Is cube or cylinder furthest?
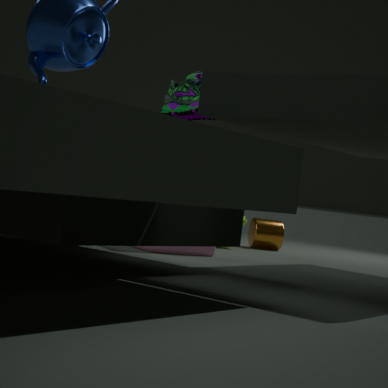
cylinder
